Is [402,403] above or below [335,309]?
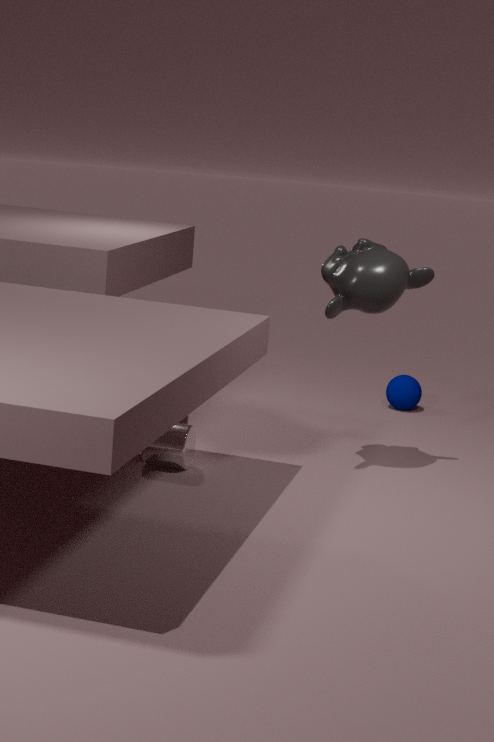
below
